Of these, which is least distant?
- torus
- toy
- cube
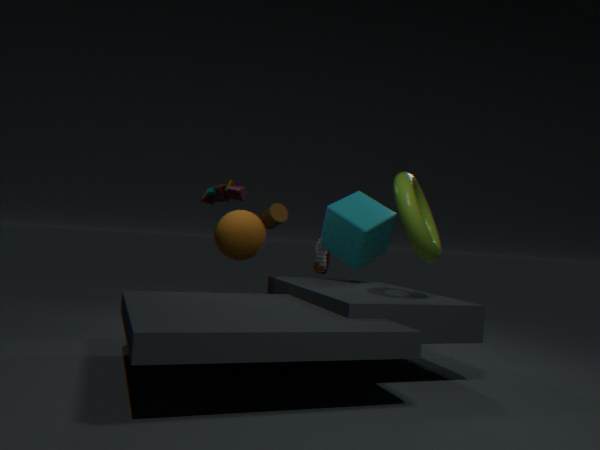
torus
